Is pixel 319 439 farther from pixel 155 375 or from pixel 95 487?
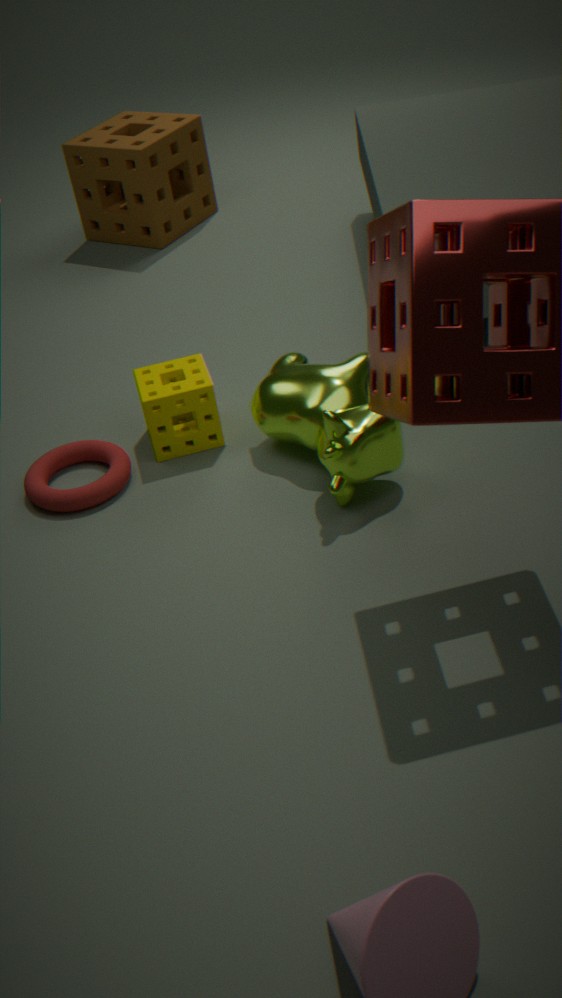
pixel 95 487
